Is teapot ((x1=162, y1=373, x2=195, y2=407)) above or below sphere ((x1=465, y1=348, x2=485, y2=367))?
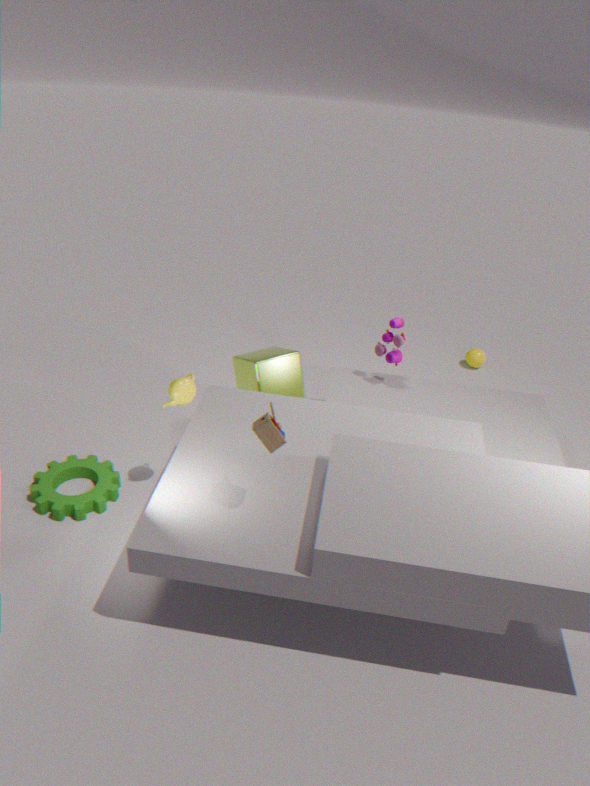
above
